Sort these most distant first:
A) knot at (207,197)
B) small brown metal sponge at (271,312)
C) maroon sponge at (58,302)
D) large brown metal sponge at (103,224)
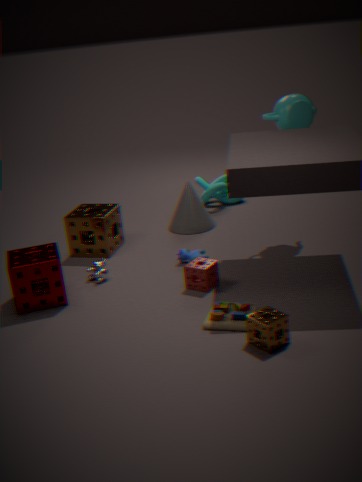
knot at (207,197) → large brown metal sponge at (103,224) → maroon sponge at (58,302) → small brown metal sponge at (271,312)
